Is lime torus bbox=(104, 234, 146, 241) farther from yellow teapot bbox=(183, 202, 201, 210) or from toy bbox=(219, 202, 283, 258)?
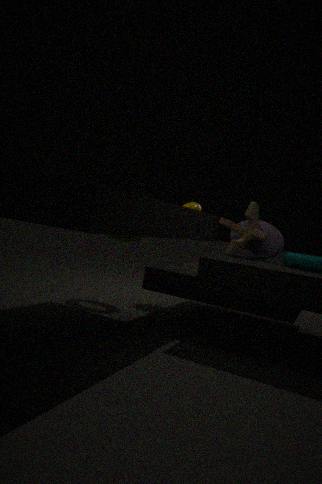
toy bbox=(219, 202, 283, 258)
